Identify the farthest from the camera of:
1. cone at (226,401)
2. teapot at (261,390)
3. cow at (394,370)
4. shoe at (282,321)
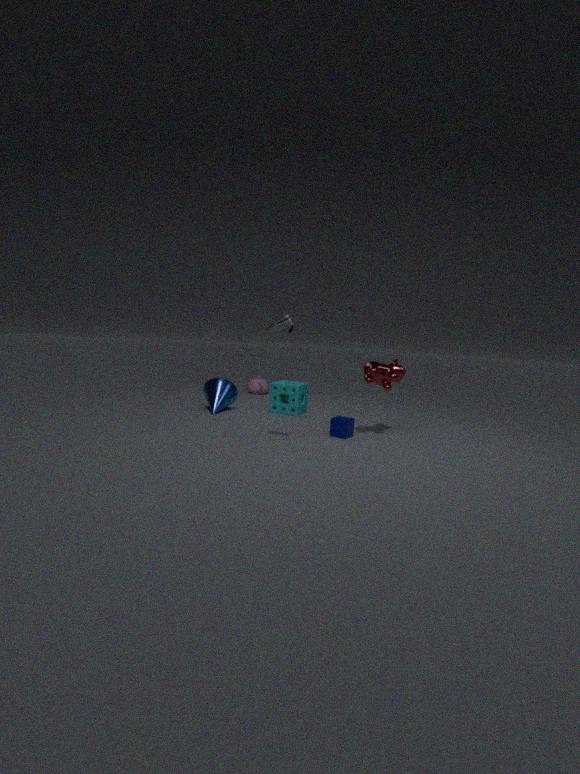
teapot at (261,390)
